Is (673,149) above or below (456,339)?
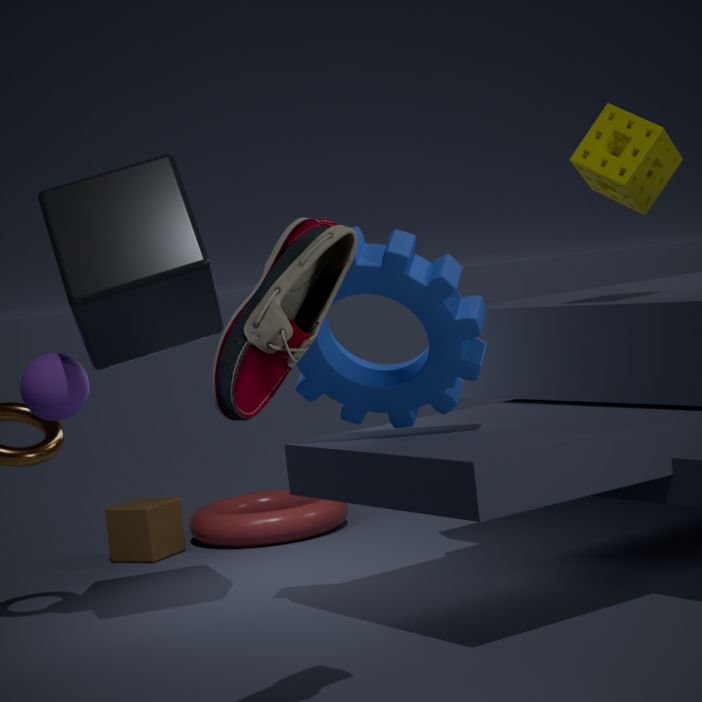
above
